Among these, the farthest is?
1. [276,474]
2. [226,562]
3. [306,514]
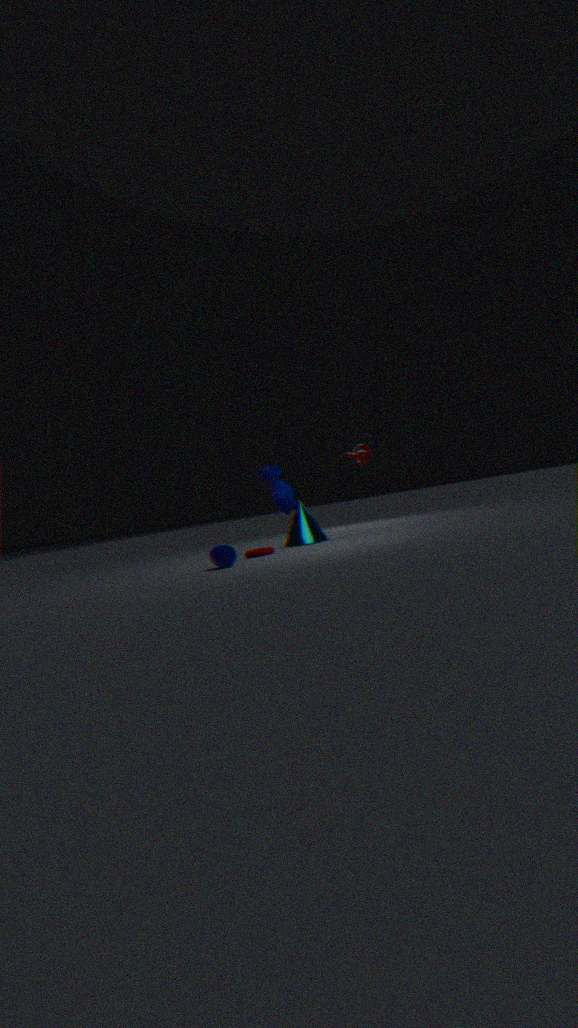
[276,474]
